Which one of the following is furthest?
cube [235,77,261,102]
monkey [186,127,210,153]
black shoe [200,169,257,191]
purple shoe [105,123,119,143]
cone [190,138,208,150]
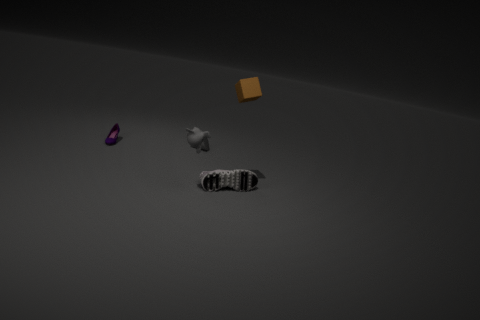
cone [190,138,208,150]
